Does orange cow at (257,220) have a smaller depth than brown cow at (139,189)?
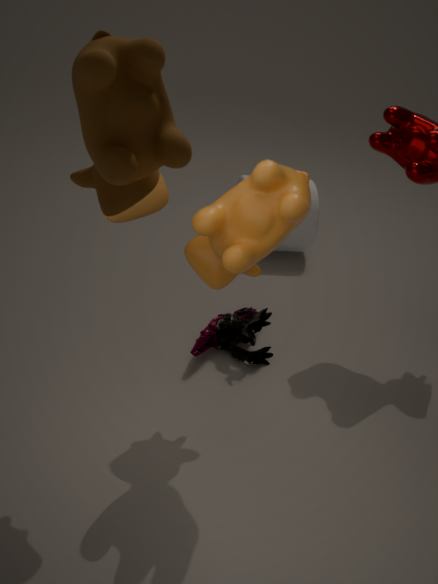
No
